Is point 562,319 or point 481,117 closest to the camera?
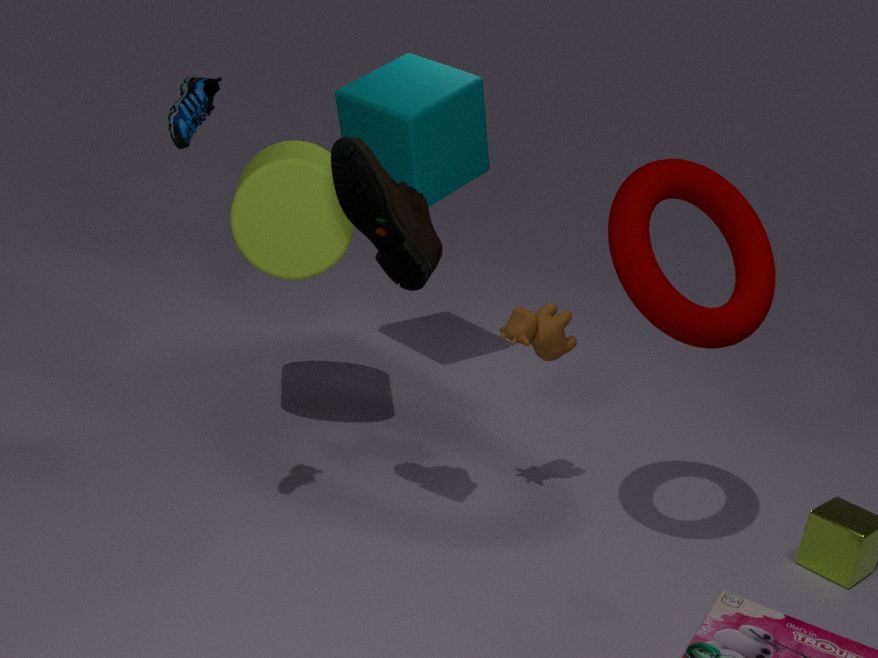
point 562,319
